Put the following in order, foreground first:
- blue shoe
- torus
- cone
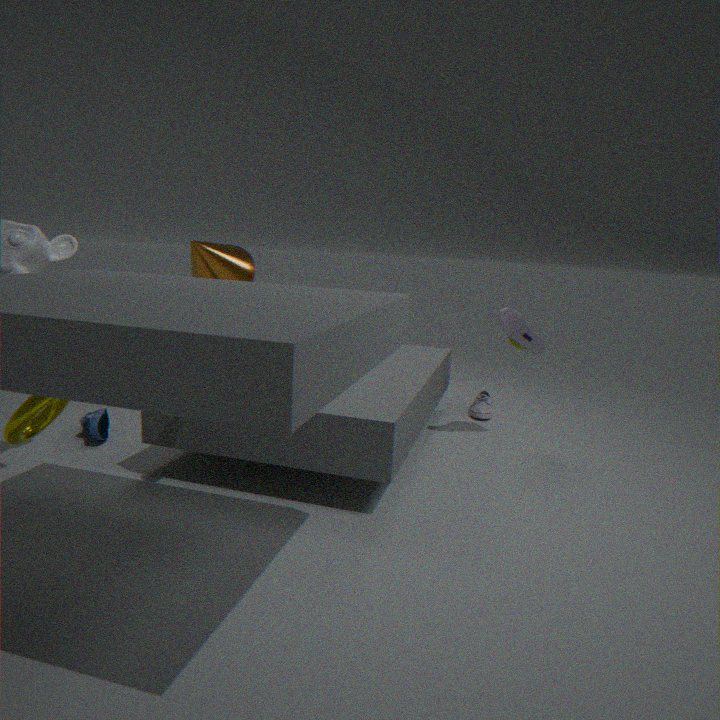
torus → blue shoe → cone
